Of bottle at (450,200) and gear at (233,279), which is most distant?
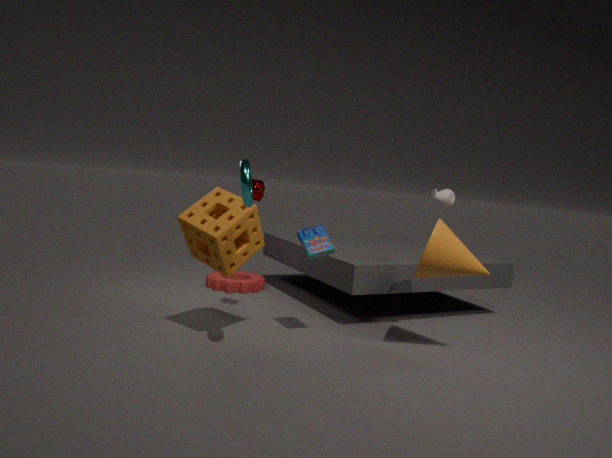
gear at (233,279)
